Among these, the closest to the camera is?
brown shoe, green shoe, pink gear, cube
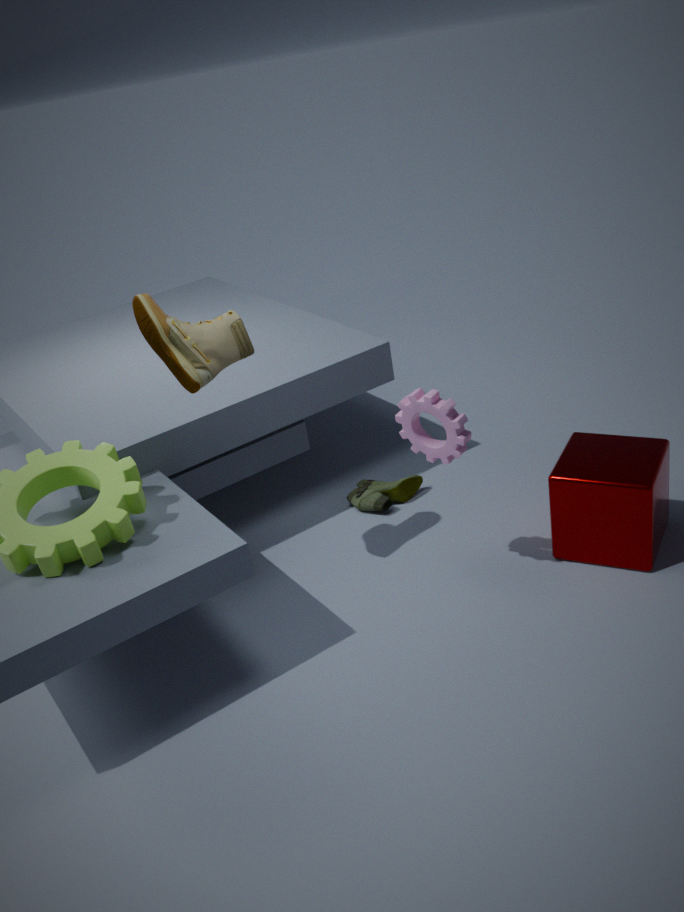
pink gear
